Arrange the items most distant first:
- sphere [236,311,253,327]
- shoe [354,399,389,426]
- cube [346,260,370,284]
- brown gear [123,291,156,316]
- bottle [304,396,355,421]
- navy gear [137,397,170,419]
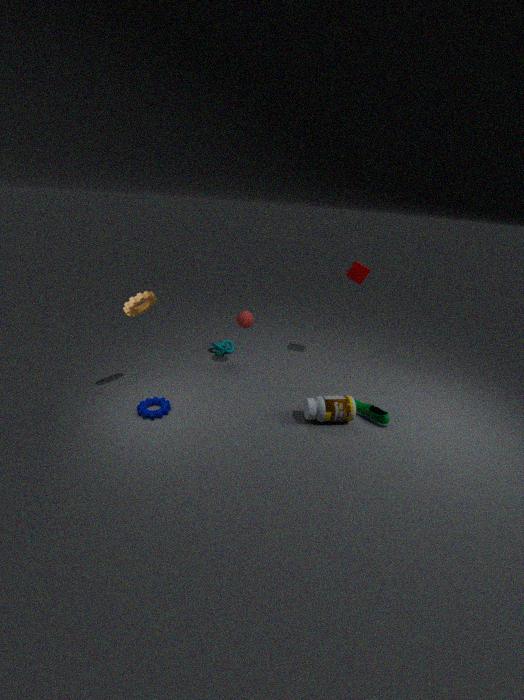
cube [346,260,370,284] < sphere [236,311,253,327] < shoe [354,399,389,426] < bottle [304,396,355,421] < navy gear [137,397,170,419] < brown gear [123,291,156,316]
